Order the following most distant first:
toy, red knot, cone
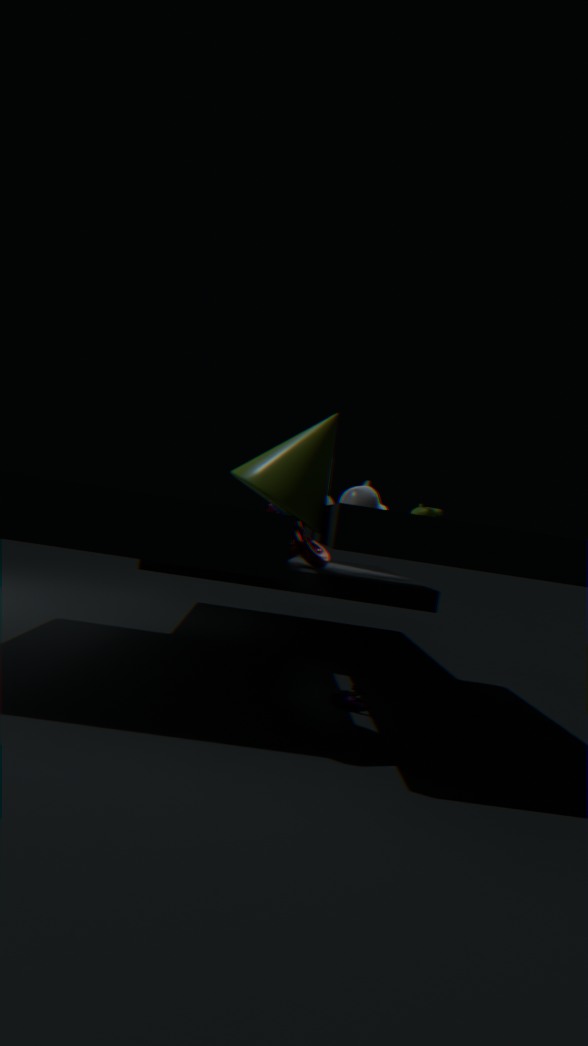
red knot, toy, cone
